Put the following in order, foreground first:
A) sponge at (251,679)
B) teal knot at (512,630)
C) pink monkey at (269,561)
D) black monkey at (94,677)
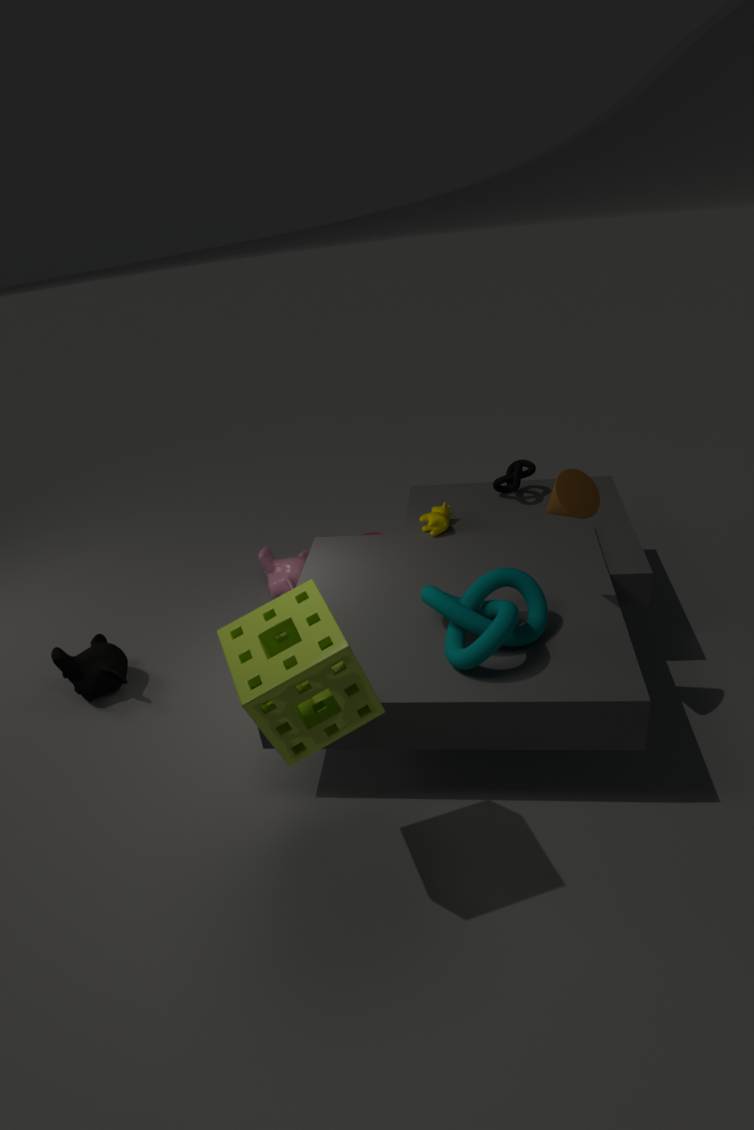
sponge at (251,679) → teal knot at (512,630) → black monkey at (94,677) → pink monkey at (269,561)
